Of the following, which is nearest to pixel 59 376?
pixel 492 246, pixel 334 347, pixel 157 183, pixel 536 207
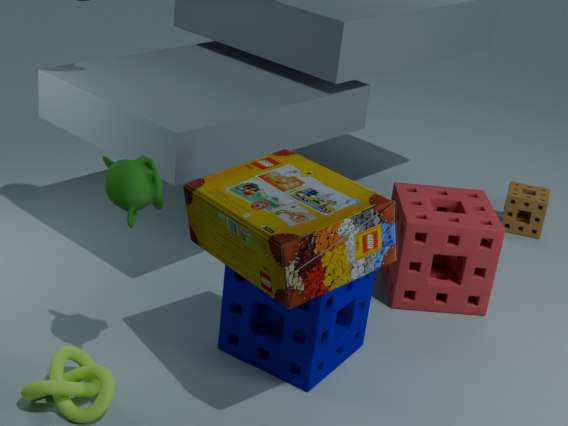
pixel 157 183
